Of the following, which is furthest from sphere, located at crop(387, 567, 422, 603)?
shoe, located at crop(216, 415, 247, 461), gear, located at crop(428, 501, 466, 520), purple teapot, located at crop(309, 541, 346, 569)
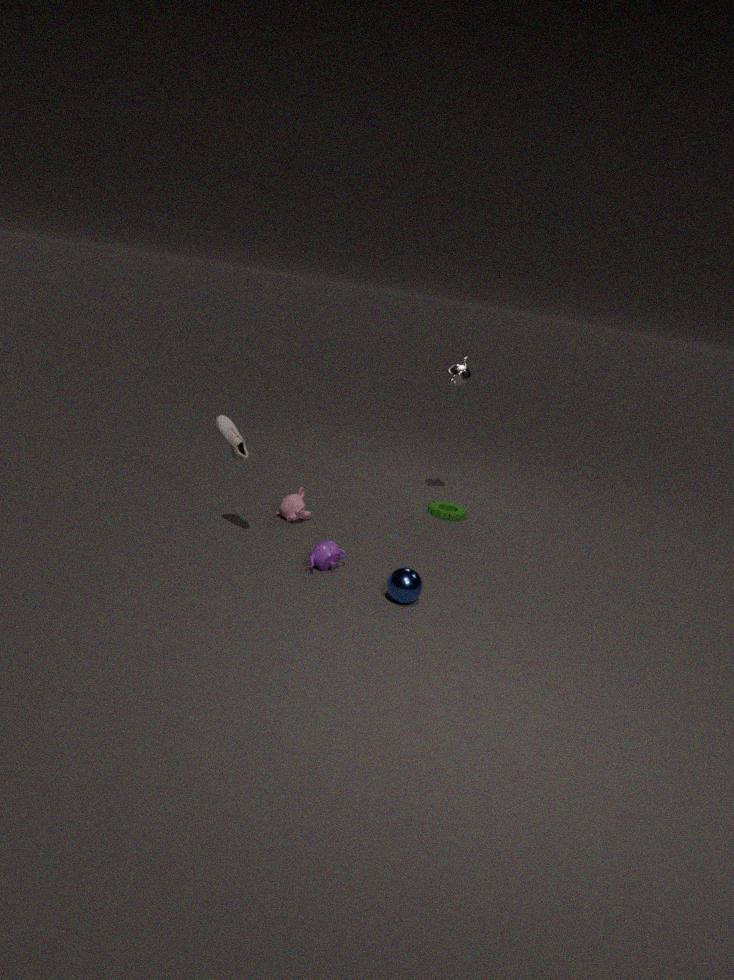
gear, located at crop(428, 501, 466, 520)
